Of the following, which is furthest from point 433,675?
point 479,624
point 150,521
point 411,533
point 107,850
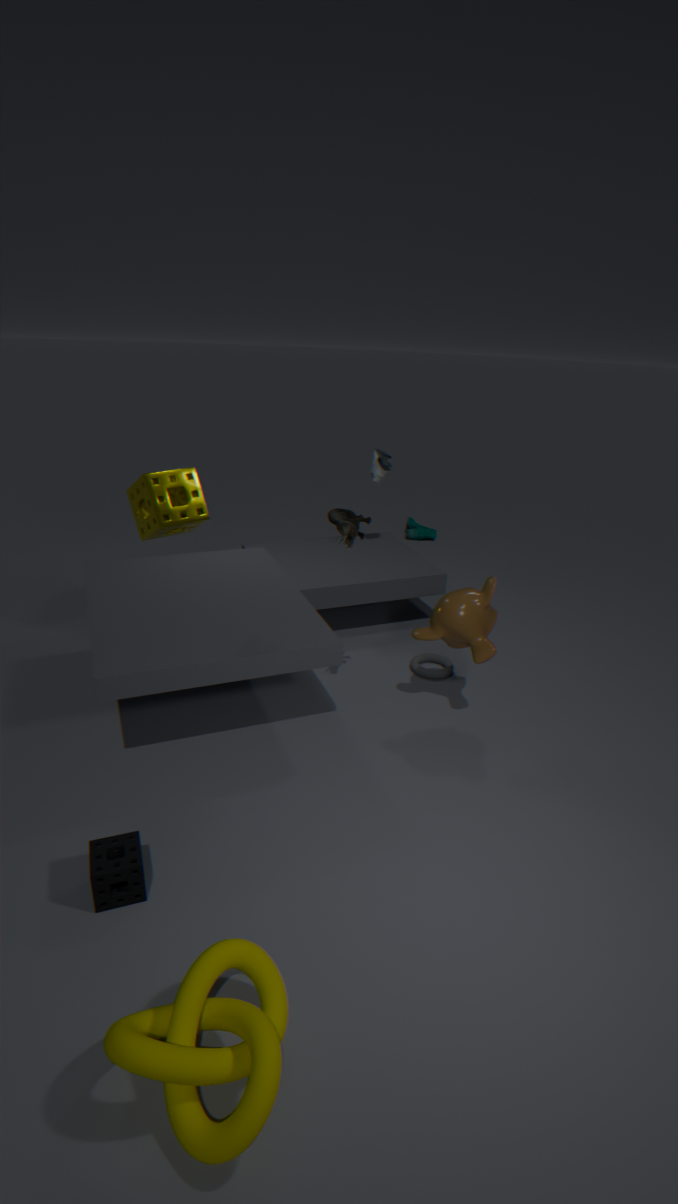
point 411,533
